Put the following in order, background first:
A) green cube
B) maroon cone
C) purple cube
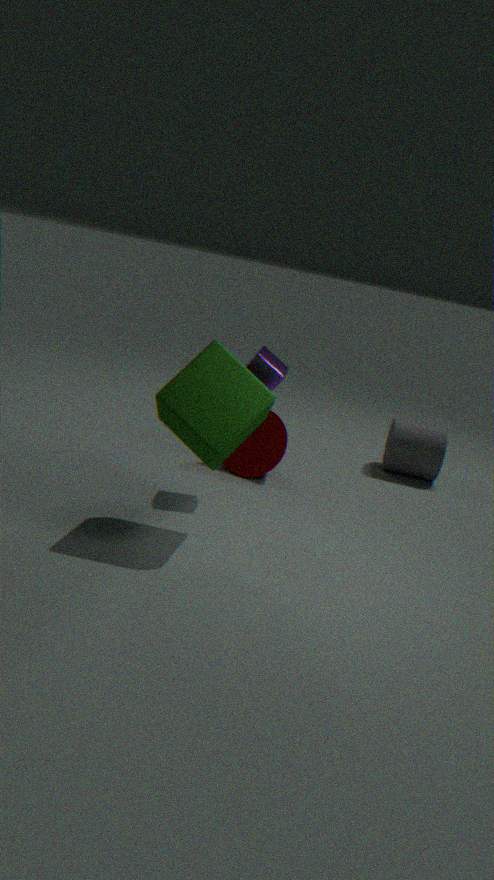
maroon cone < purple cube < green cube
